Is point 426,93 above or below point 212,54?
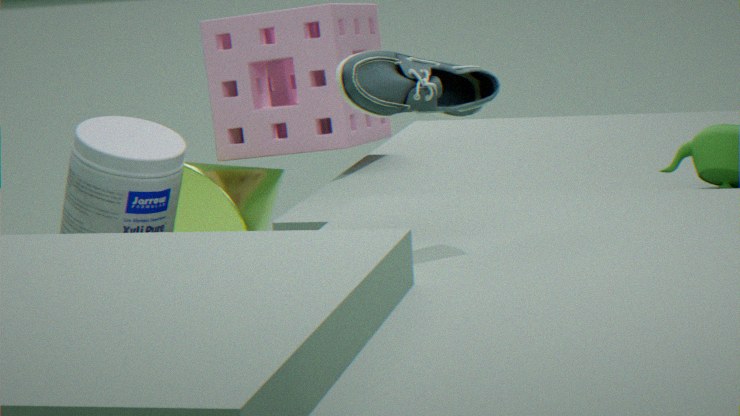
above
